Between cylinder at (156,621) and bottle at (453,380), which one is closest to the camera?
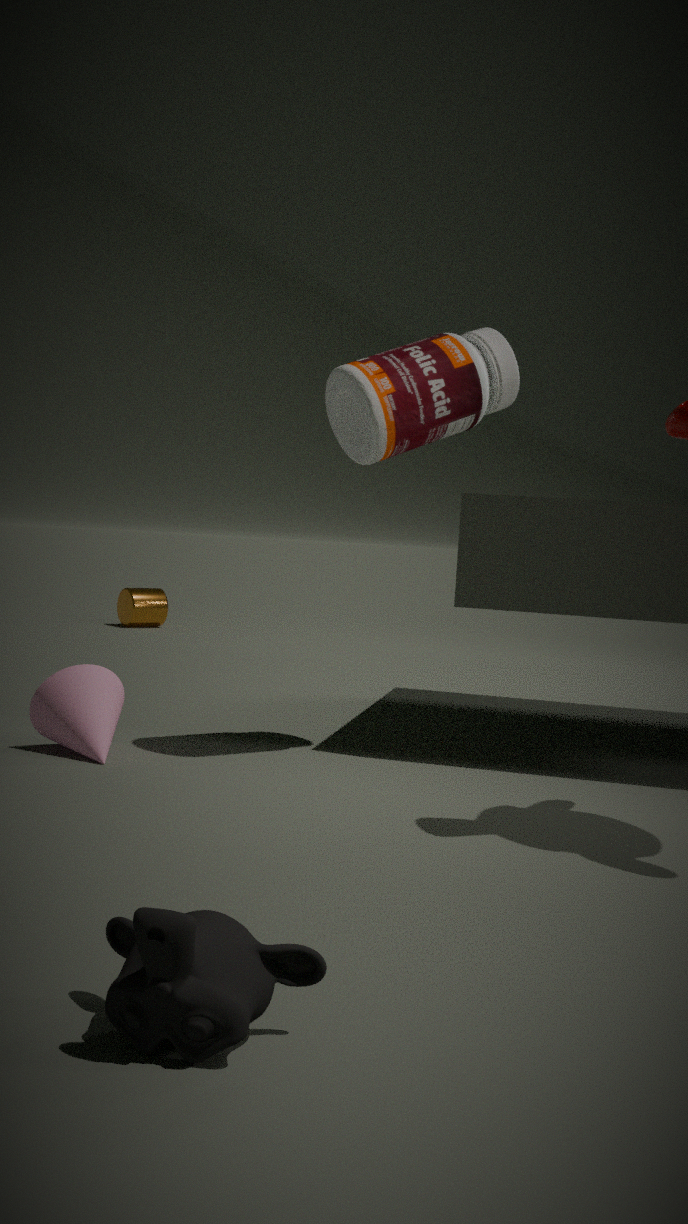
bottle at (453,380)
